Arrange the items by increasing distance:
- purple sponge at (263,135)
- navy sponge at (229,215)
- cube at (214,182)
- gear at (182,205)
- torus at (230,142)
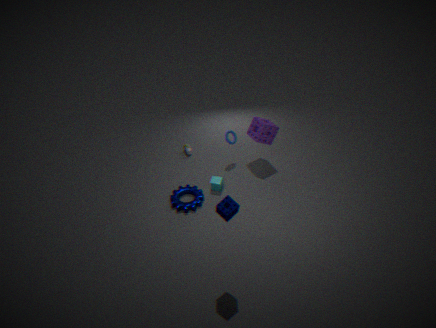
1. navy sponge at (229,215)
2. gear at (182,205)
3. cube at (214,182)
4. purple sponge at (263,135)
5. torus at (230,142)
